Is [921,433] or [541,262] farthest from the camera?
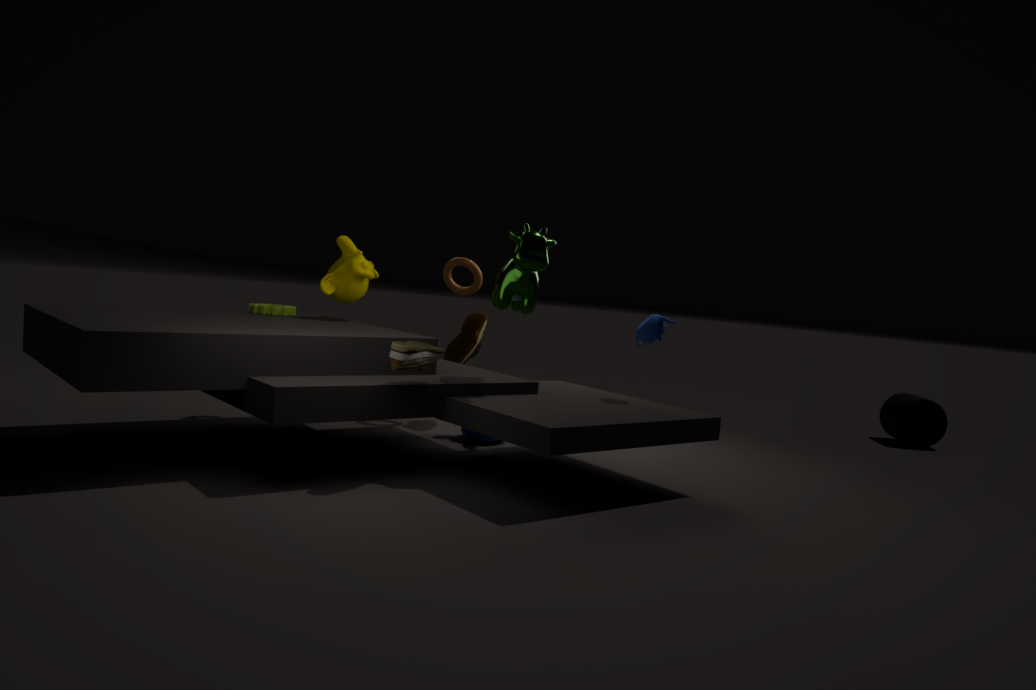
[921,433]
